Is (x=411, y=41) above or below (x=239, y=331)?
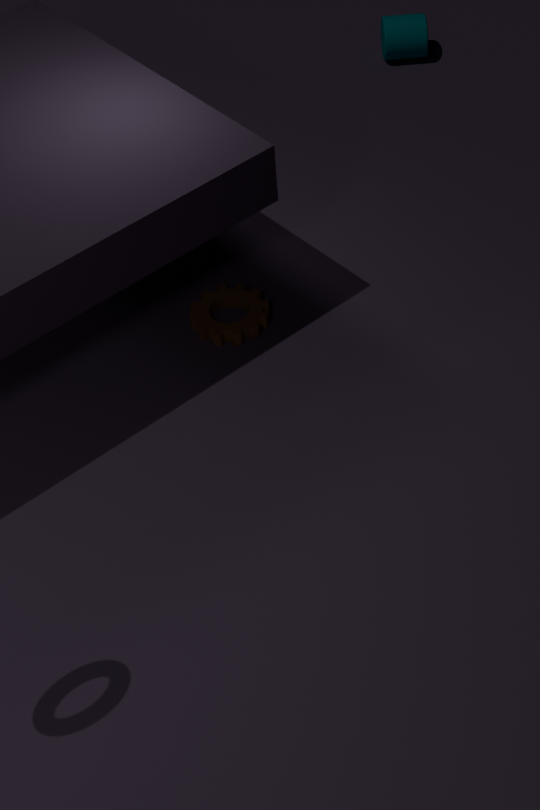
above
